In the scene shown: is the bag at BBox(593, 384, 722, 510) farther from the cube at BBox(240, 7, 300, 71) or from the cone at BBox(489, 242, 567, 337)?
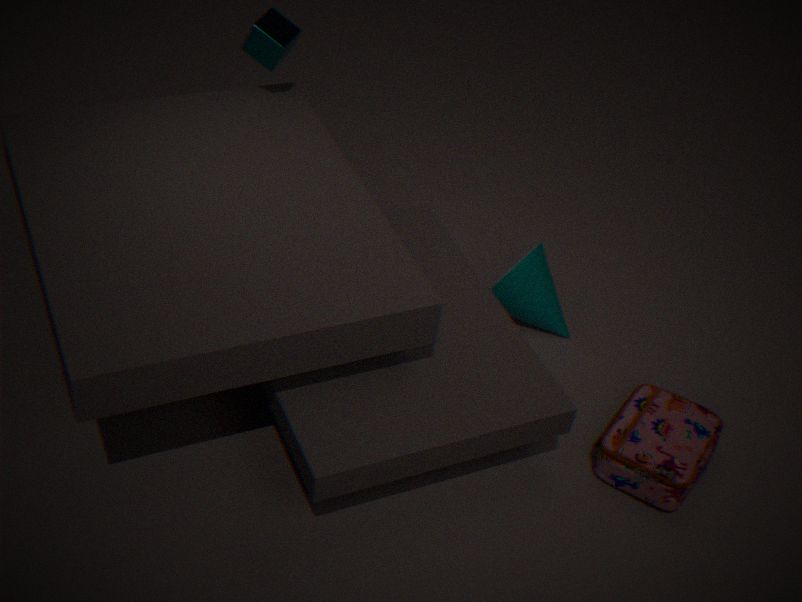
the cube at BBox(240, 7, 300, 71)
